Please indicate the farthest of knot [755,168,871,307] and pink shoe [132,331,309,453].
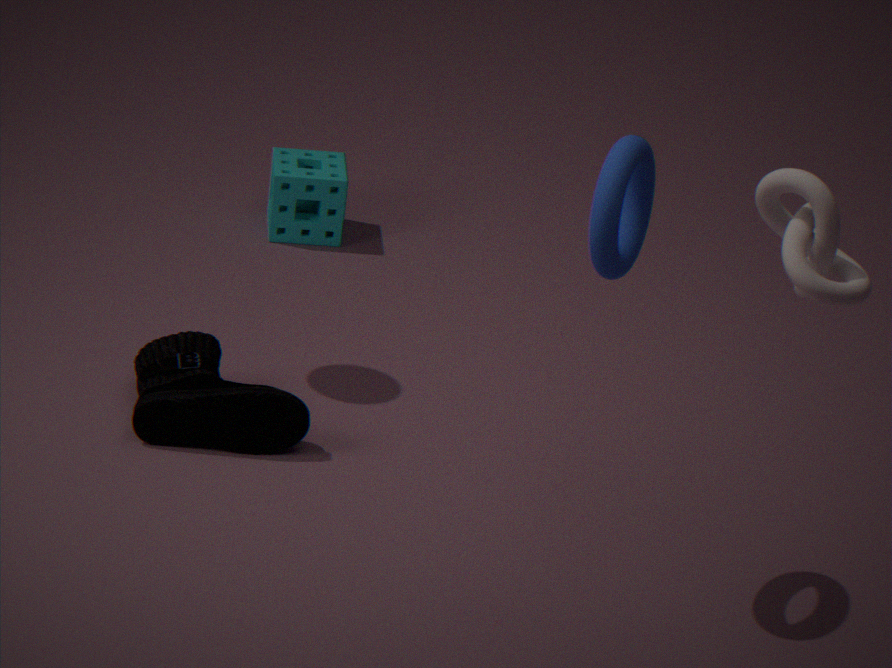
pink shoe [132,331,309,453]
